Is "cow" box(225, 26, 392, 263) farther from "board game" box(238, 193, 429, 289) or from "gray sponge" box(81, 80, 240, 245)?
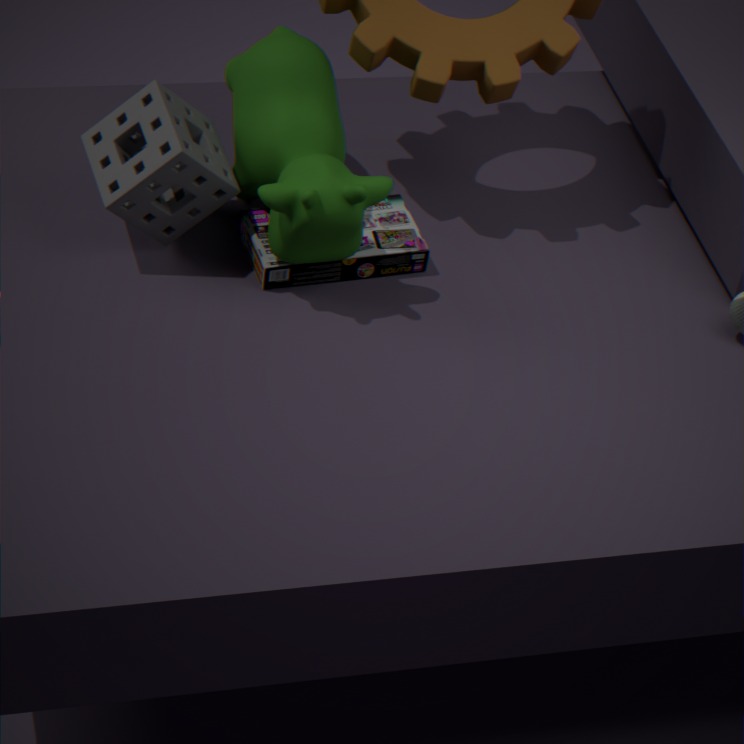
"gray sponge" box(81, 80, 240, 245)
